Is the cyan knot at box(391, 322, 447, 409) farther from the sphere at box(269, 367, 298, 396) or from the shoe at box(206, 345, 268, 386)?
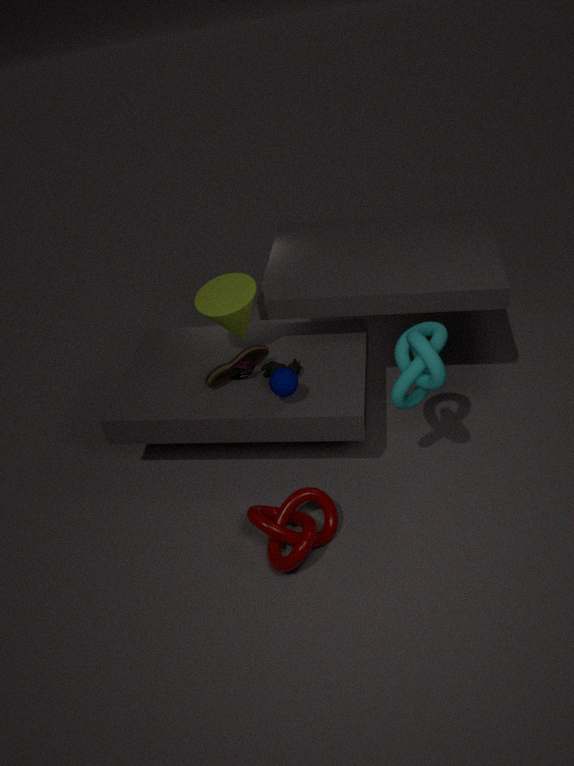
the shoe at box(206, 345, 268, 386)
